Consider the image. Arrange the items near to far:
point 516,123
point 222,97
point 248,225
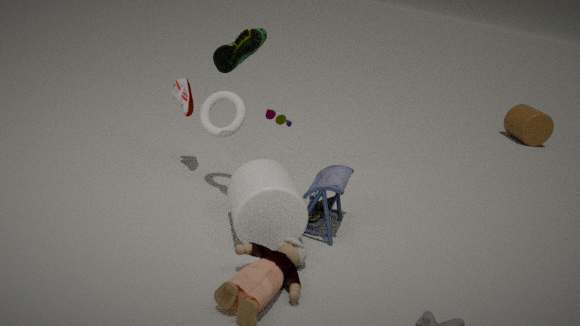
point 248,225 < point 222,97 < point 516,123
